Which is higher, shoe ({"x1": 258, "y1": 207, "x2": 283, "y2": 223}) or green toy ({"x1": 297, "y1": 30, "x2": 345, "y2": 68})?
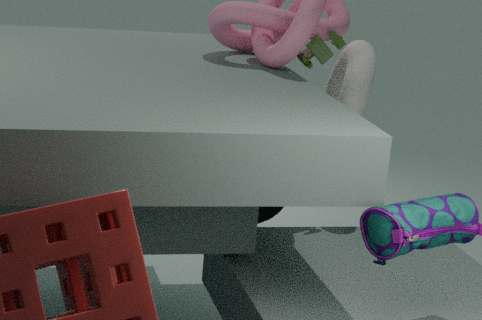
green toy ({"x1": 297, "y1": 30, "x2": 345, "y2": 68})
